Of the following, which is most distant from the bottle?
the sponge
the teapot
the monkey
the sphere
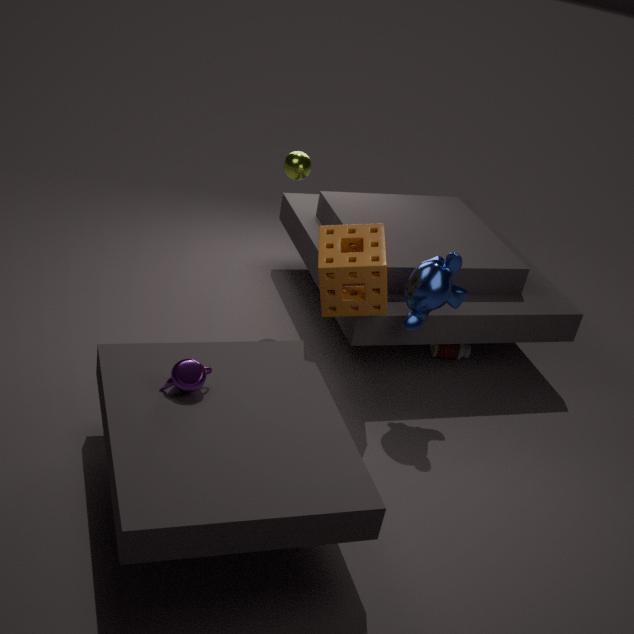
the teapot
